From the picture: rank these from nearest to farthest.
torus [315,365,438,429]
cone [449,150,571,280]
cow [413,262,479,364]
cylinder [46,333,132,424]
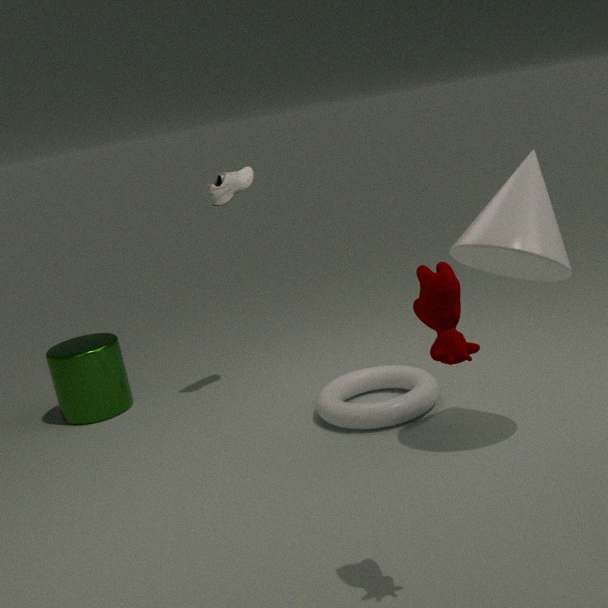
cow [413,262,479,364] < cone [449,150,571,280] < torus [315,365,438,429] < cylinder [46,333,132,424]
